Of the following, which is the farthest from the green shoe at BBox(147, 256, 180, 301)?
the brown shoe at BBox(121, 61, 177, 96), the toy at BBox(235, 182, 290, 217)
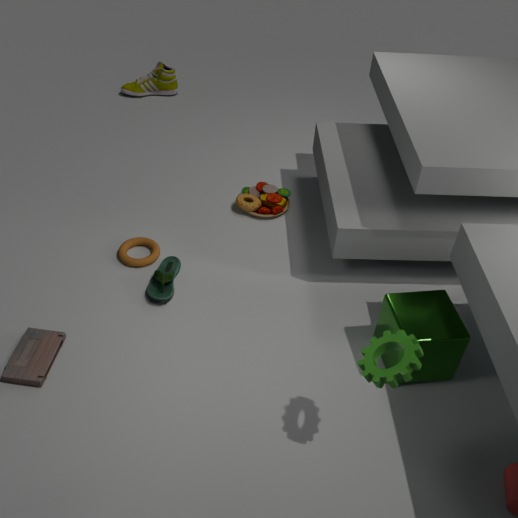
the brown shoe at BBox(121, 61, 177, 96)
